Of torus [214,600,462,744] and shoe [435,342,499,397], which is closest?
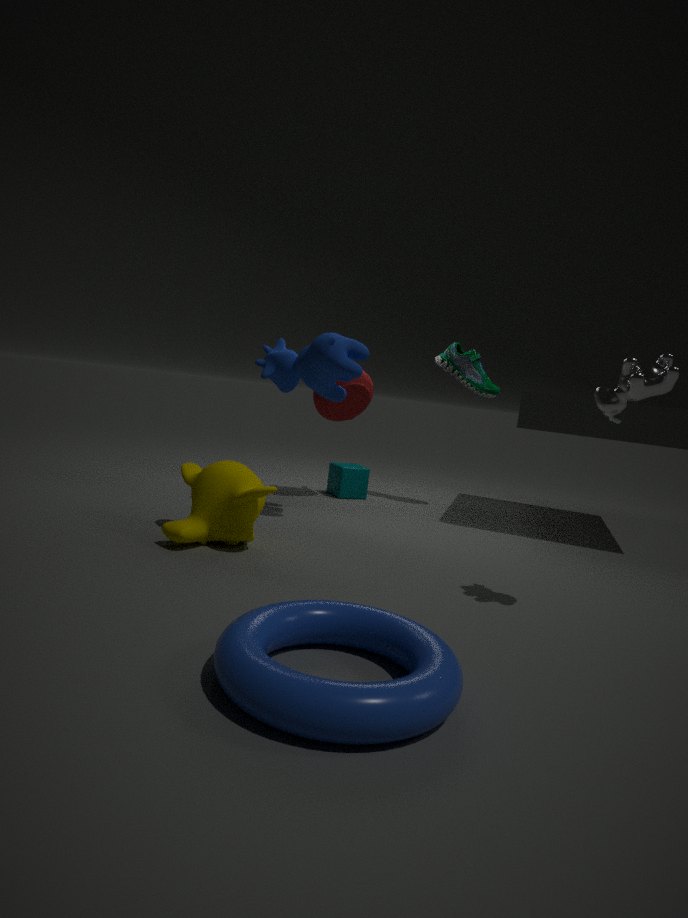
torus [214,600,462,744]
